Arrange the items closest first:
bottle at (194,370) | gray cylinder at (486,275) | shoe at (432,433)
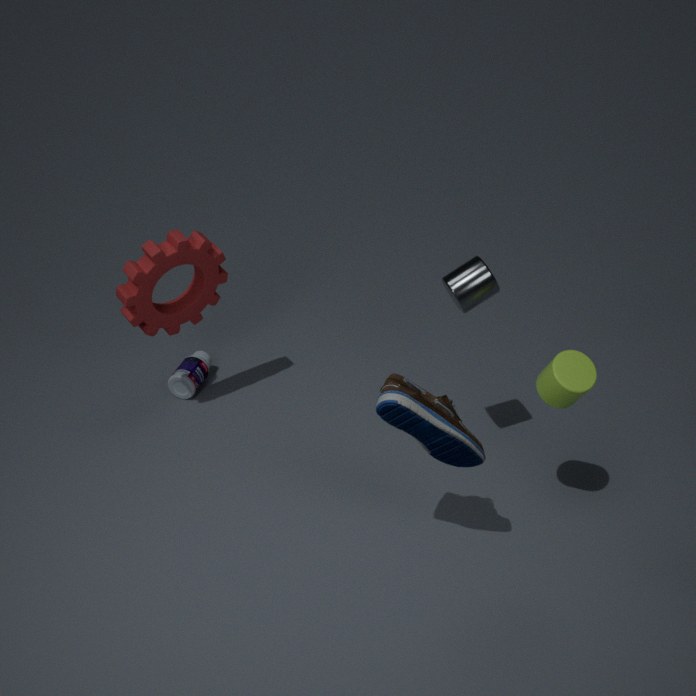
shoe at (432,433), gray cylinder at (486,275), bottle at (194,370)
